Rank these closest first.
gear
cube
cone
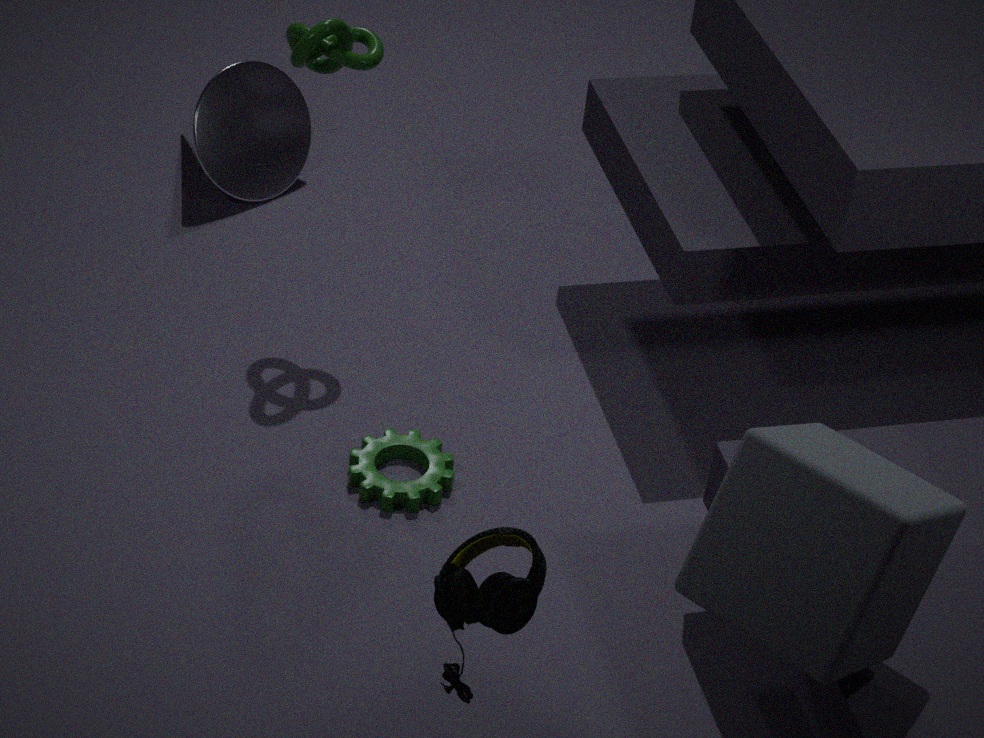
cube, gear, cone
